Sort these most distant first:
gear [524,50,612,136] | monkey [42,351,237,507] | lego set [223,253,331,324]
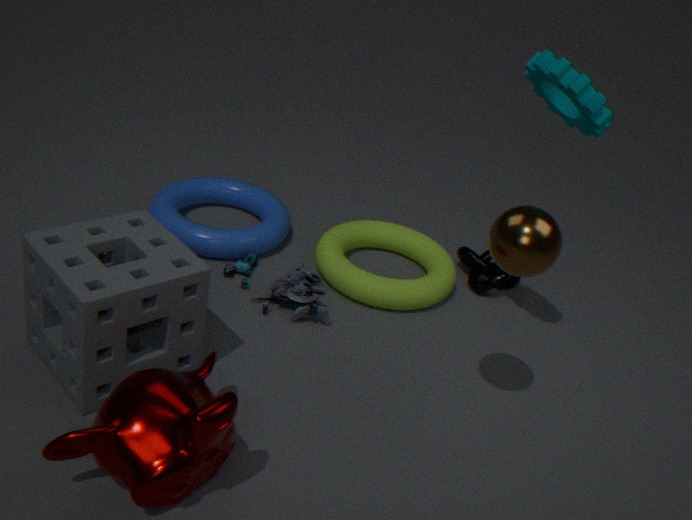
lego set [223,253,331,324], gear [524,50,612,136], monkey [42,351,237,507]
